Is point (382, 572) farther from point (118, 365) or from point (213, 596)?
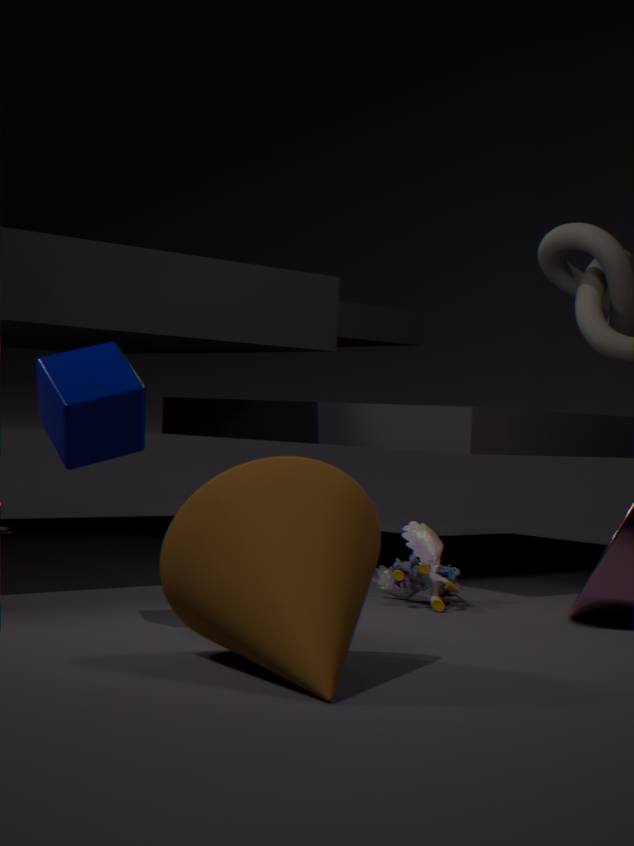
point (118, 365)
